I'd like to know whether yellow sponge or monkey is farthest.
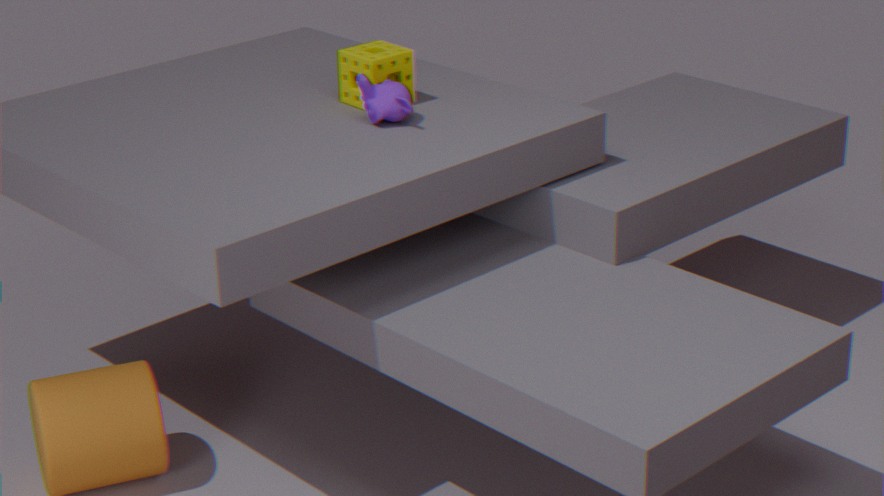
yellow sponge
